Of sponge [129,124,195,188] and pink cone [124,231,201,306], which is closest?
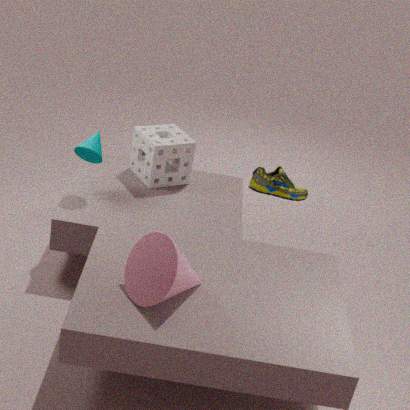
pink cone [124,231,201,306]
